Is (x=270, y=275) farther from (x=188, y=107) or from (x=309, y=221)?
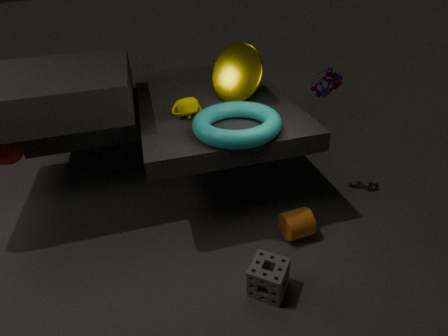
(x=188, y=107)
